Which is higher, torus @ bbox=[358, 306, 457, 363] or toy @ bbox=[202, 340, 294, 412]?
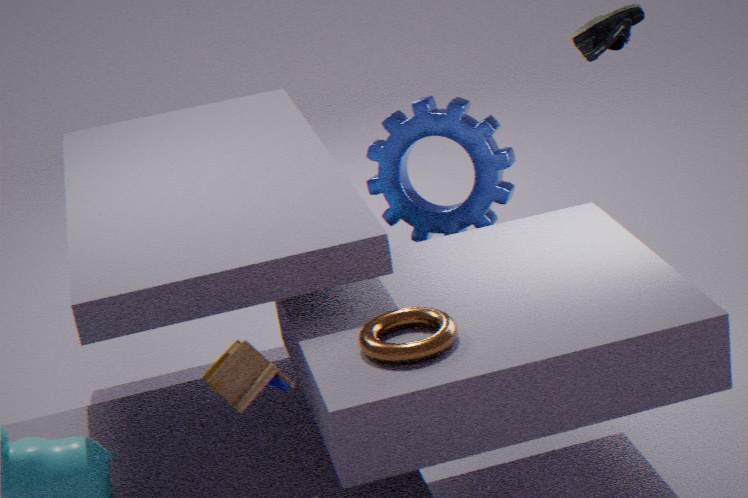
toy @ bbox=[202, 340, 294, 412]
